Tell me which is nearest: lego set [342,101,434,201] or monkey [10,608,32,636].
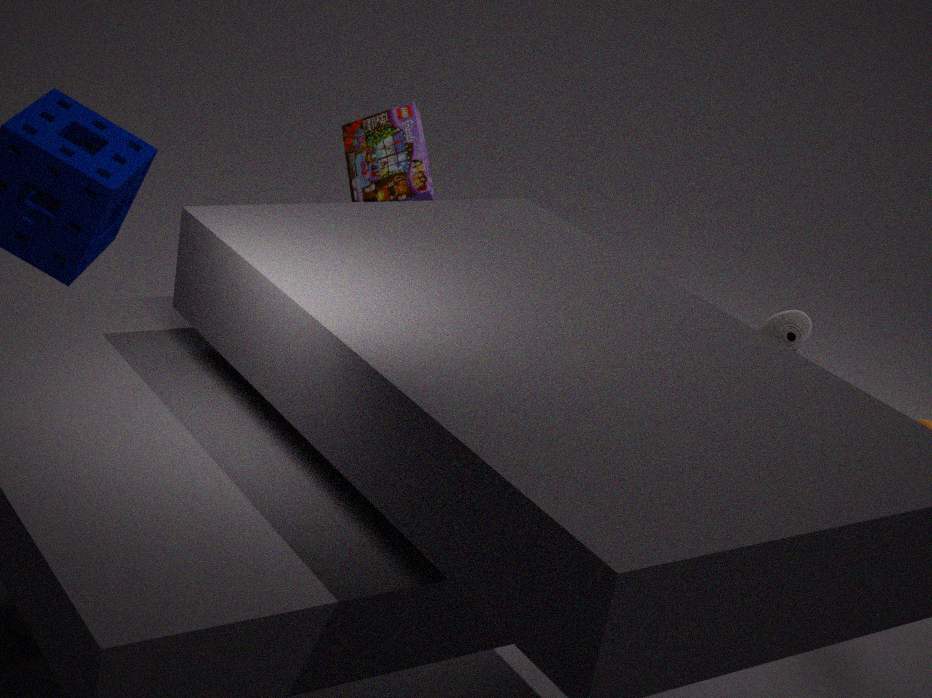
monkey [10,608,32,636]
